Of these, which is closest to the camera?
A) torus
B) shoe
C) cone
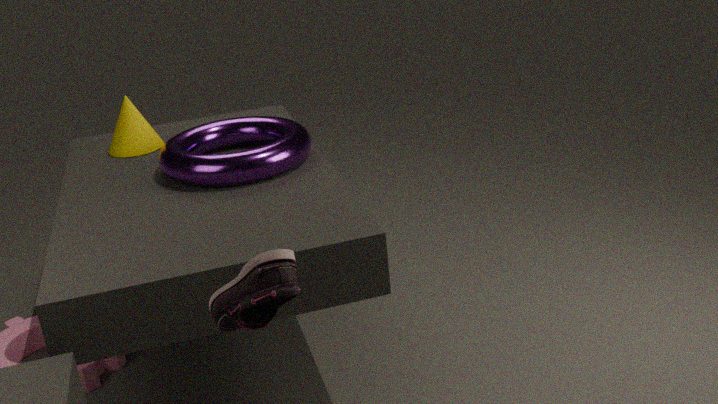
shoe
